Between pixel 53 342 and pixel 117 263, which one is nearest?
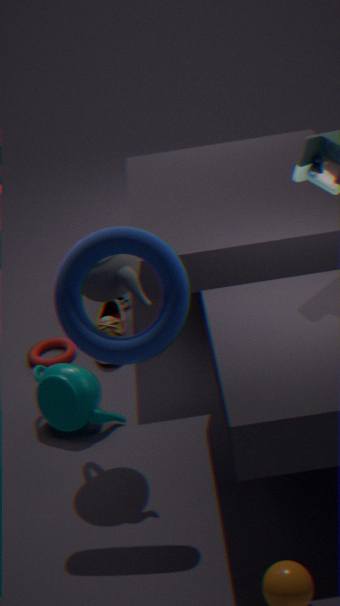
pixel 117 263
